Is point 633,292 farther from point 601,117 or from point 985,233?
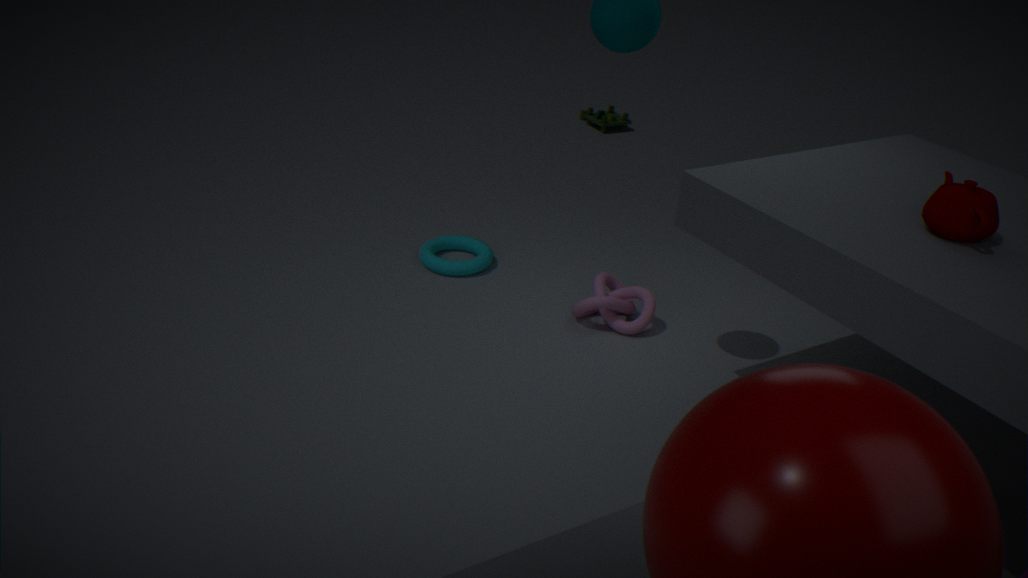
point 601,117
